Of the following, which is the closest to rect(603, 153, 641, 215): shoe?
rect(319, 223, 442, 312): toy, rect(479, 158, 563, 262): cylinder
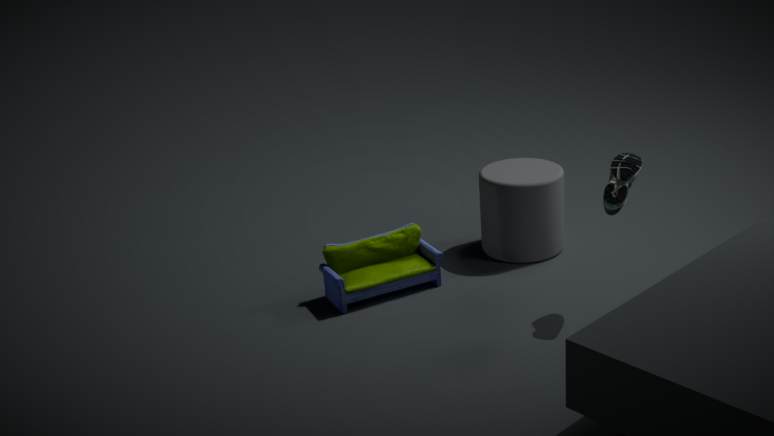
rect(479, 158, 563, 262): cylinder
